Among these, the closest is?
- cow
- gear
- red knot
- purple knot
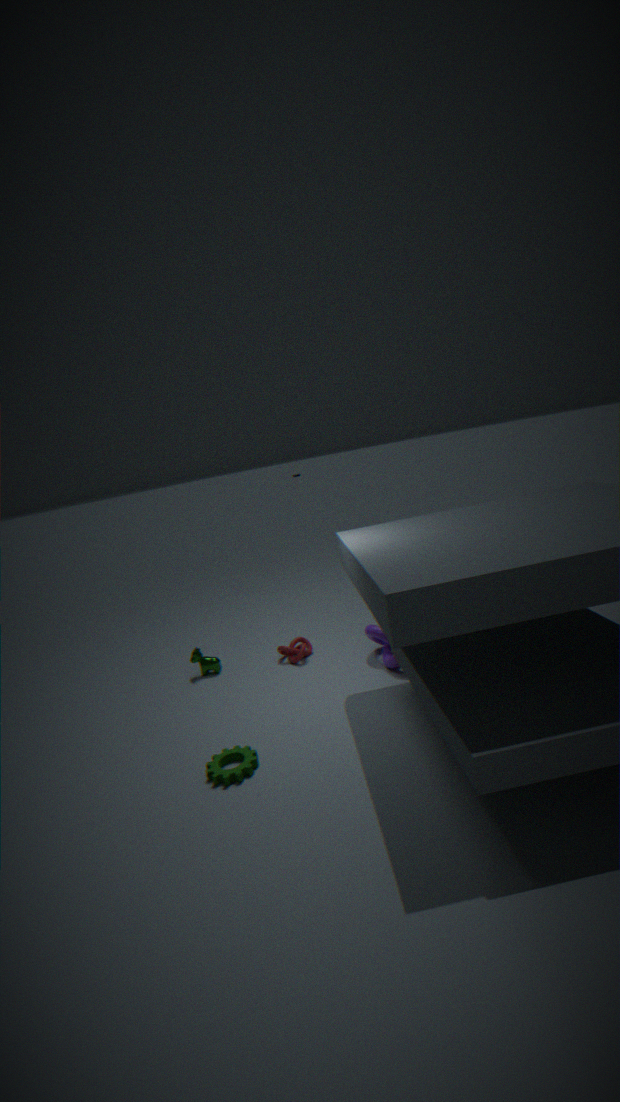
gear
